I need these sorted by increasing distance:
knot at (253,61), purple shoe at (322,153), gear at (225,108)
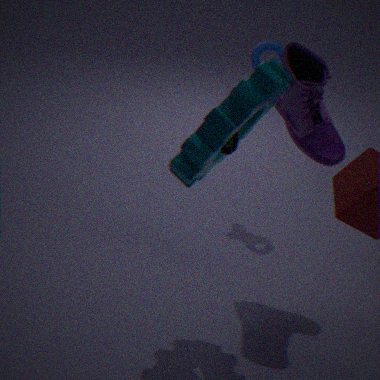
gear at (225,108) → purple shoe at (322,153) → knot at (253,61)
